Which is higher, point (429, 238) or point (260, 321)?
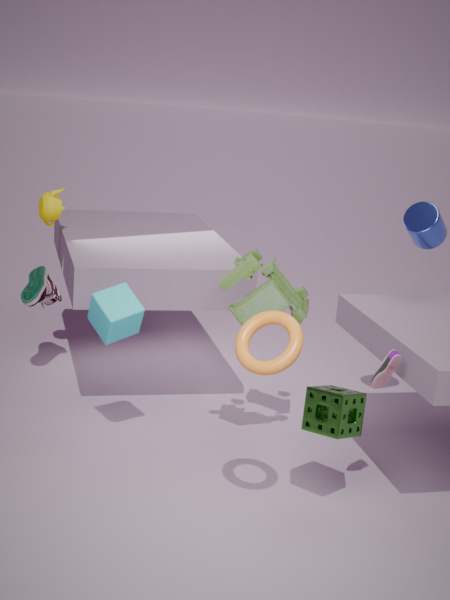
point (429, 238)
